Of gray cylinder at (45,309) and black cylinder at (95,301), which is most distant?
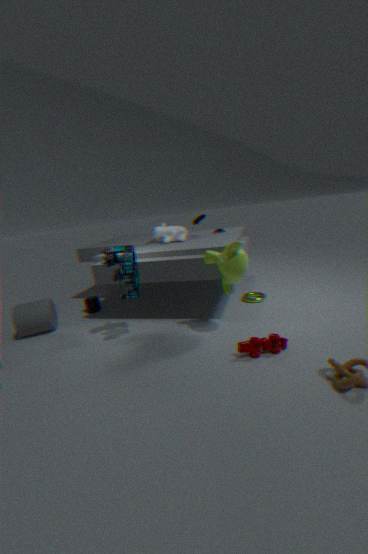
black cylinder at (95,301)
